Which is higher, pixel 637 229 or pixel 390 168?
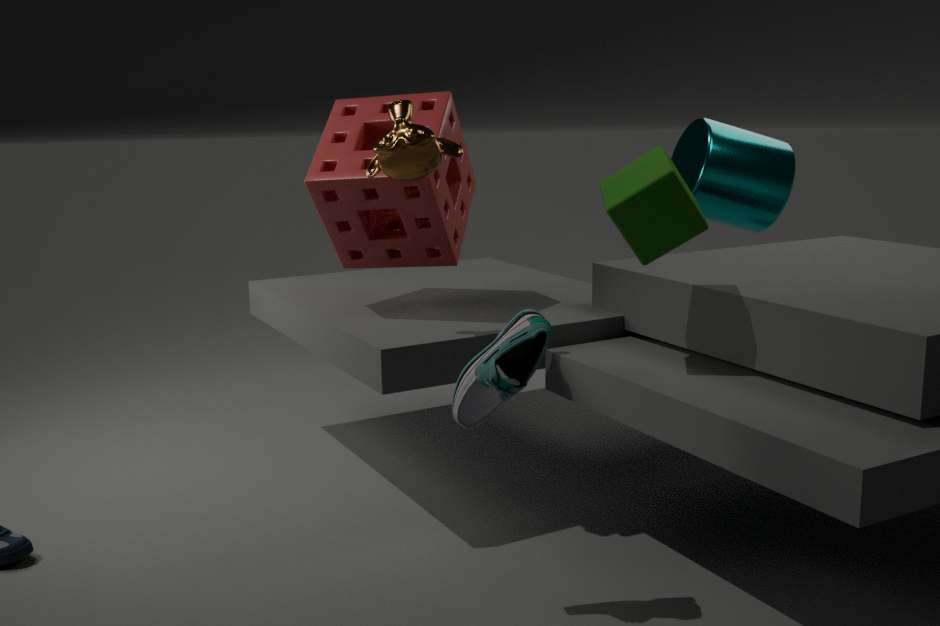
pixel 390 168
